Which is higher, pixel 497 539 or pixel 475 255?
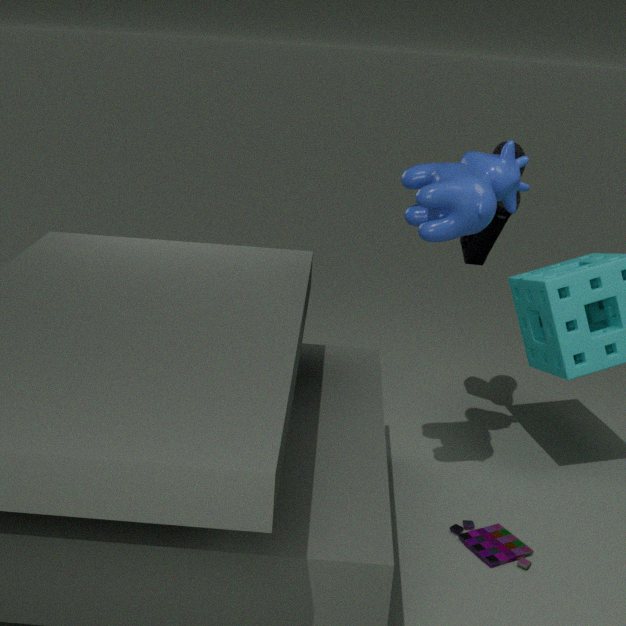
pixel 475 255
